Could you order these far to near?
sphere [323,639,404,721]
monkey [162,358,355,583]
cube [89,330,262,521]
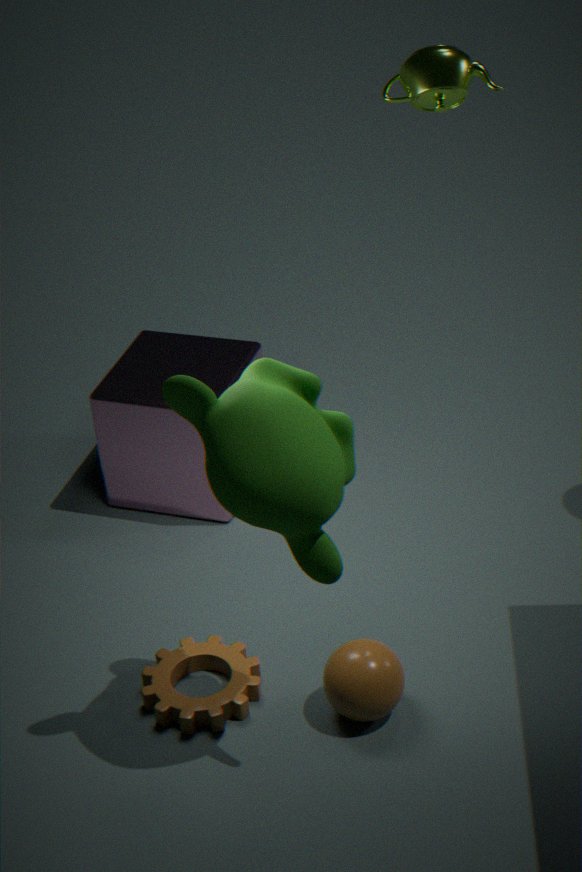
cube [89,330,262,521] → sphere [323,639,404,721] → monkey [162,358,355,583]
